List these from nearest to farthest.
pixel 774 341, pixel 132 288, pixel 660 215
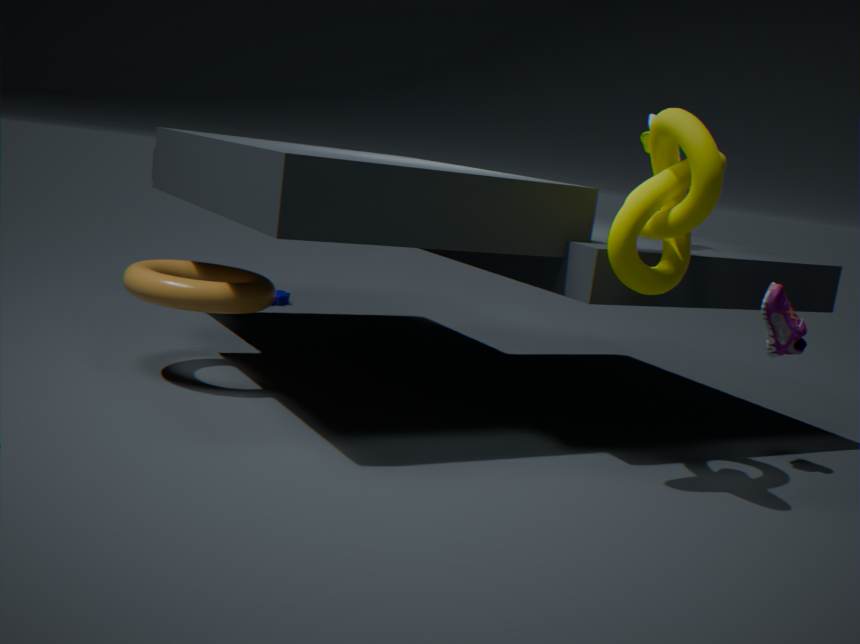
pixel 660 215 → pixel 774 341 → pixel 132 288
